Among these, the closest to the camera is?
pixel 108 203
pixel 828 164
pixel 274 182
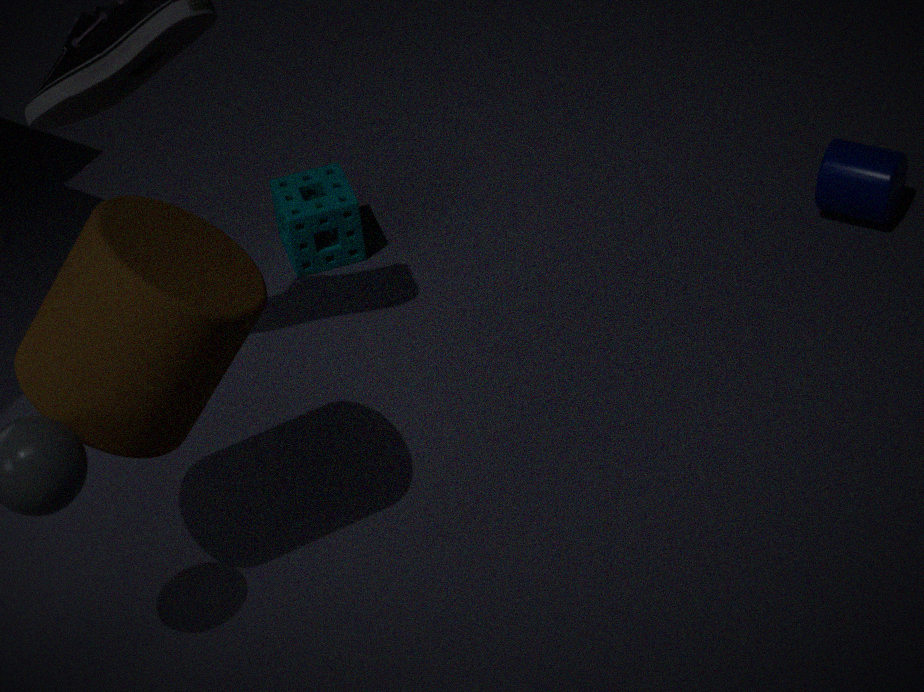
pixel 108 203
